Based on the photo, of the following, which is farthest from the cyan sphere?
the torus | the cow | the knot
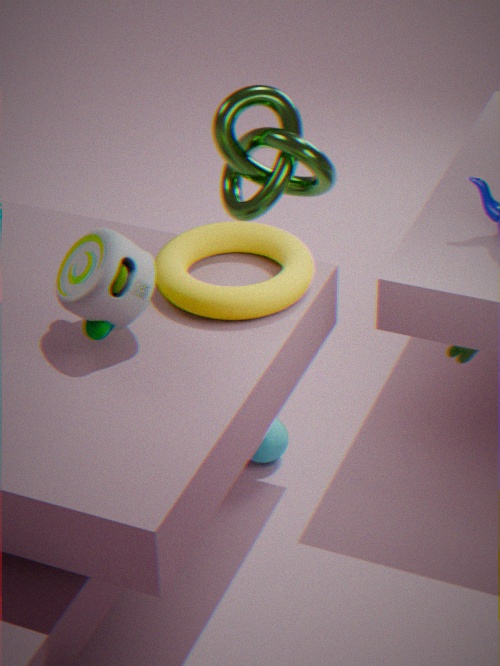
the knot
